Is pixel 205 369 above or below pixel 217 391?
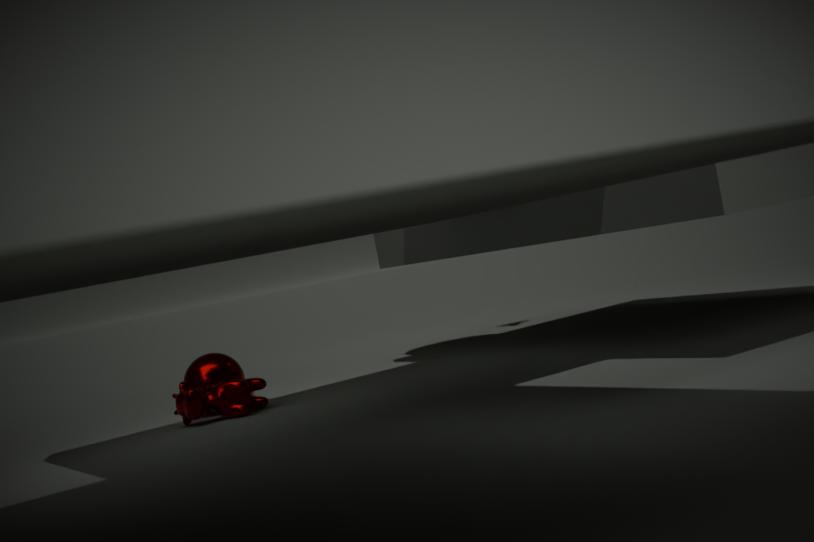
above
